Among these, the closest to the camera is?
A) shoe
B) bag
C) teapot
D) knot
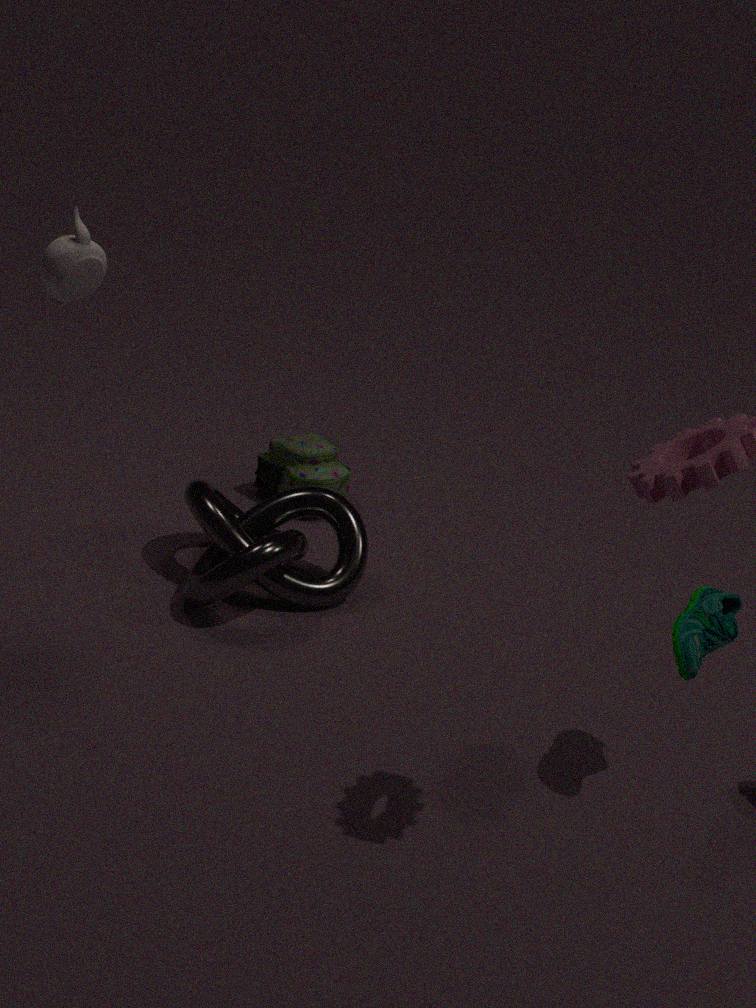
A. shoe
